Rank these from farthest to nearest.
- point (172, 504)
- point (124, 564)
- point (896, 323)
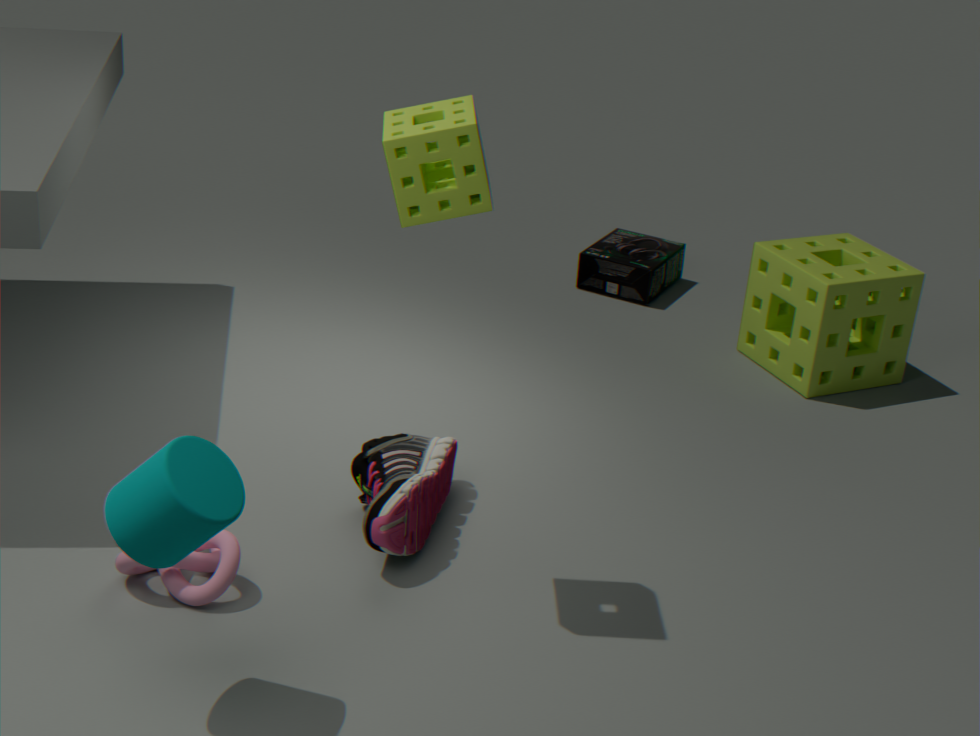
point (896, 323)
point (124, 564)
point (172, 504)
